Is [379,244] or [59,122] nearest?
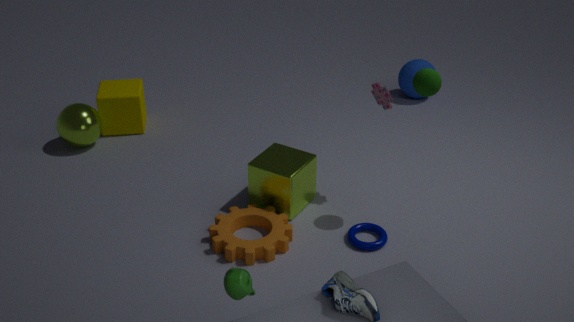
[379,244]
